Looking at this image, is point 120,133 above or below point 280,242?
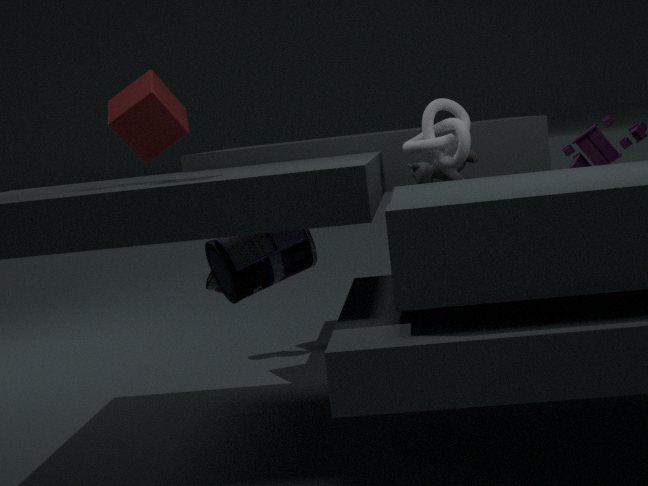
above
